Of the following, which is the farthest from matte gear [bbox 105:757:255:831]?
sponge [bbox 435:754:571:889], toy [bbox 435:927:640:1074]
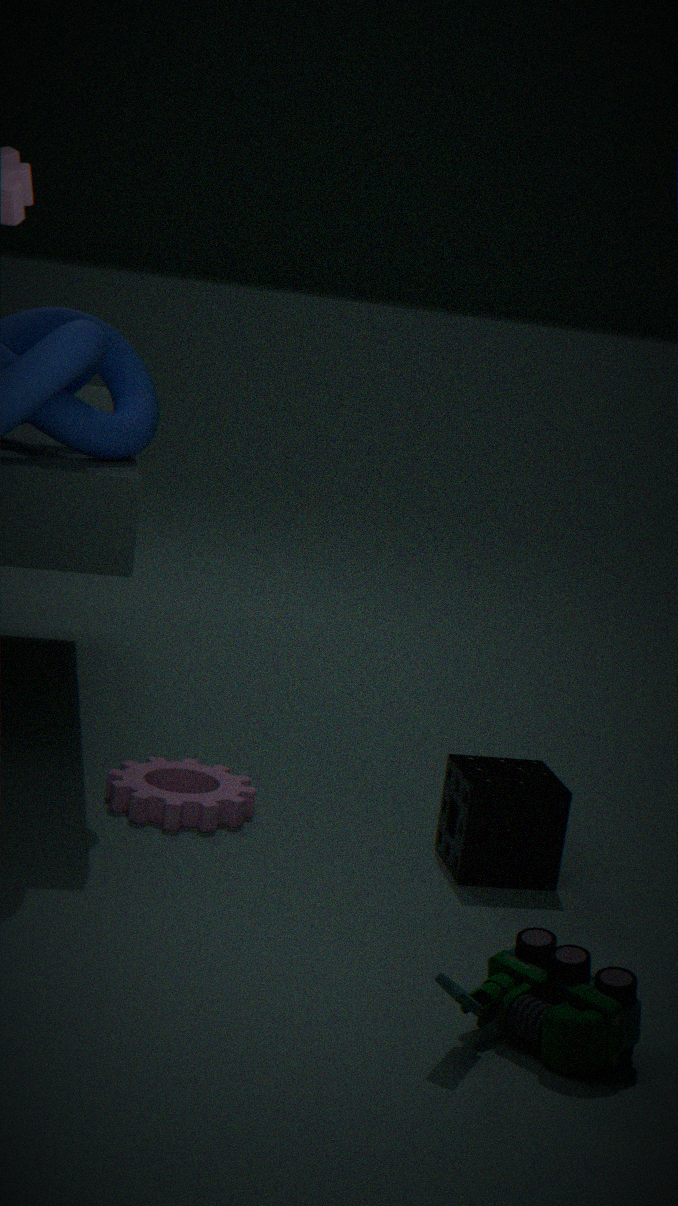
toy [bbox 435:927:640:1074]
